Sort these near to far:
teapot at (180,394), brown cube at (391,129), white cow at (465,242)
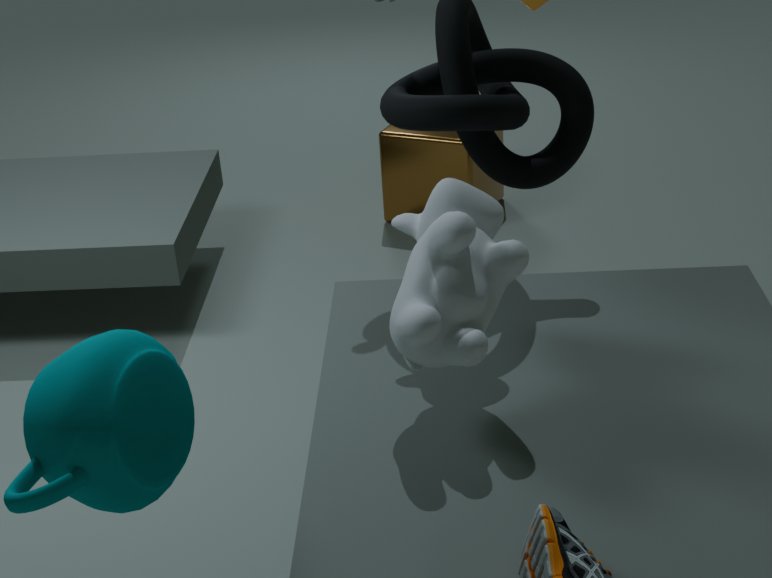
teapot at (180,394) < white cow at (465,242) < brown cube at (391,129)
